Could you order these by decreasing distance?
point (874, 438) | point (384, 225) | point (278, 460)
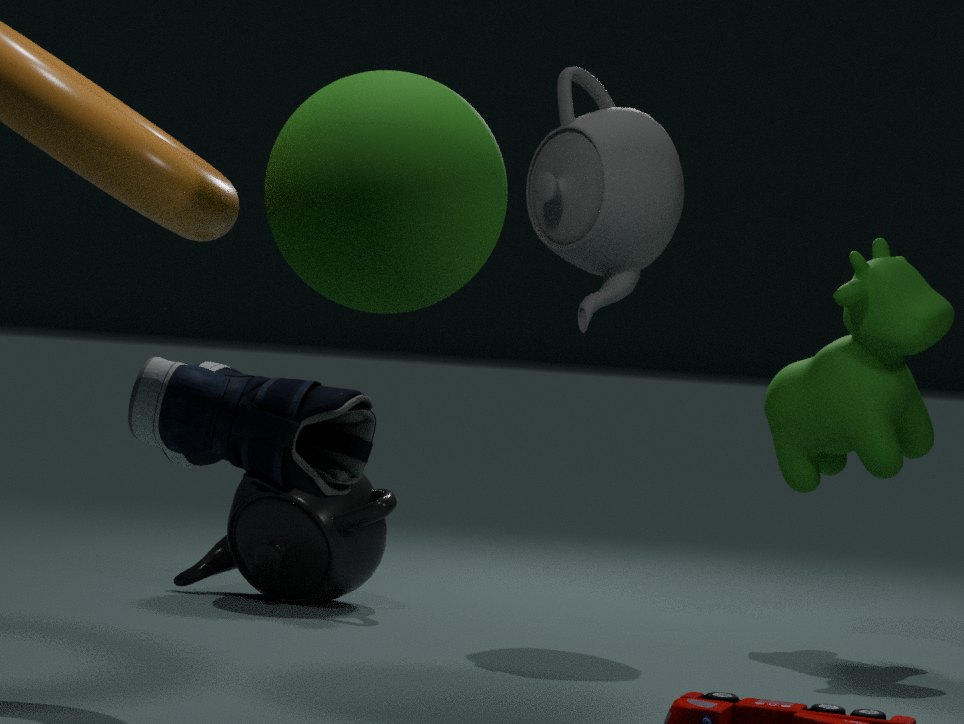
point (874, 438) < point (384, 225) < point (278, 460)
